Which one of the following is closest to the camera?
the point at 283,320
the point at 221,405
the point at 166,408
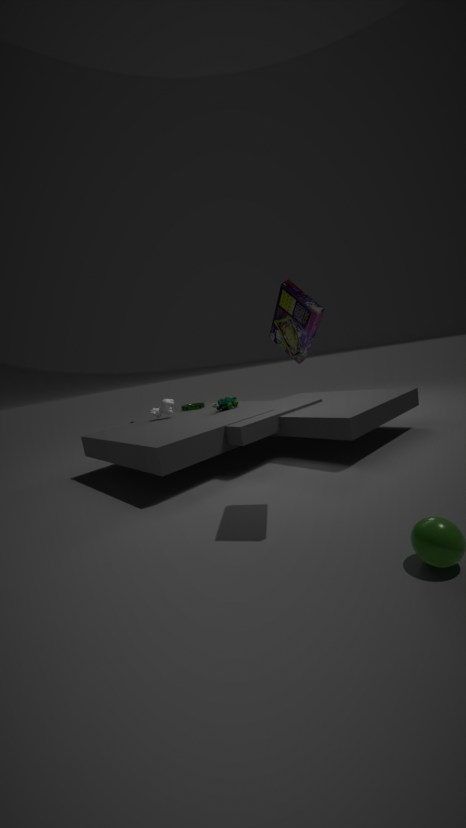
the point at 283,320
